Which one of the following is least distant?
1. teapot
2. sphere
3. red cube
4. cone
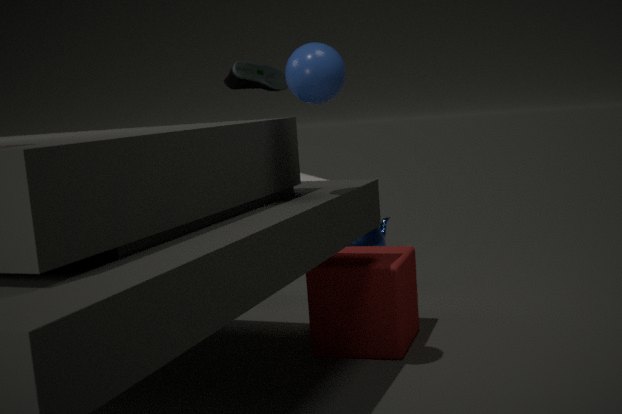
sphere
